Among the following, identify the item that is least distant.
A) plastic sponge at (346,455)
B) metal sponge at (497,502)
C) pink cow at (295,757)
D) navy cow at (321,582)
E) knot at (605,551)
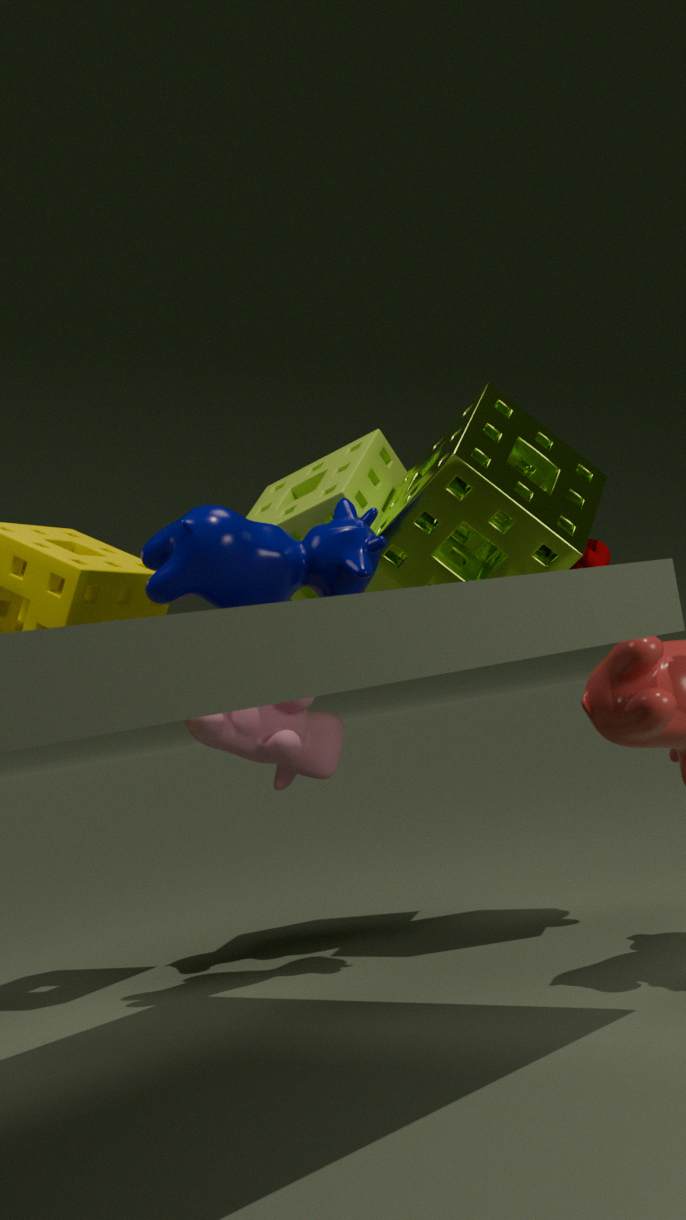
navy cow at (321,582)
